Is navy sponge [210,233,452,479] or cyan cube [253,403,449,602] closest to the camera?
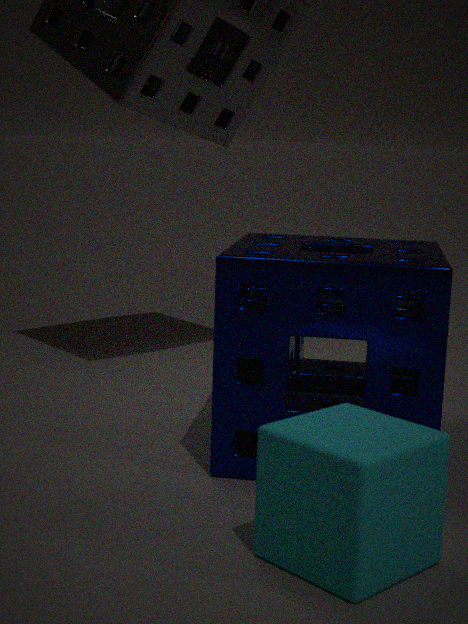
cyan cube [253,403,449,602]
